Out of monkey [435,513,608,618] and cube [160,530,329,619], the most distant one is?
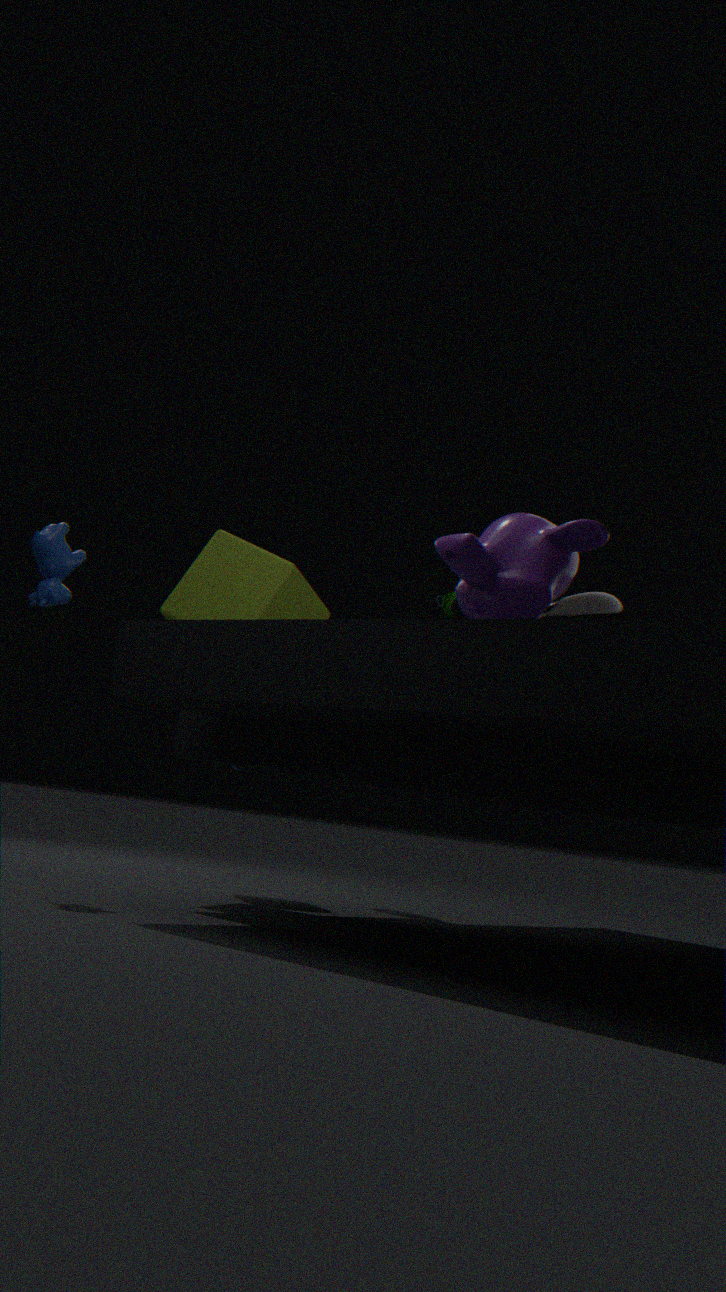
cube [160,530,329,619]
